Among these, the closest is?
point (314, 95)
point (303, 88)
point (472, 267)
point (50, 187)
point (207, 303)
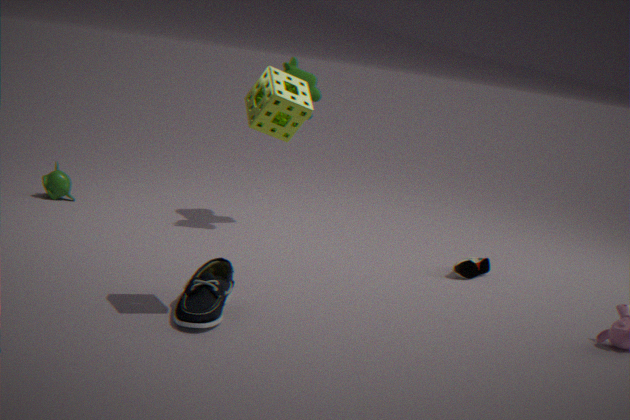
point (303, 88)
